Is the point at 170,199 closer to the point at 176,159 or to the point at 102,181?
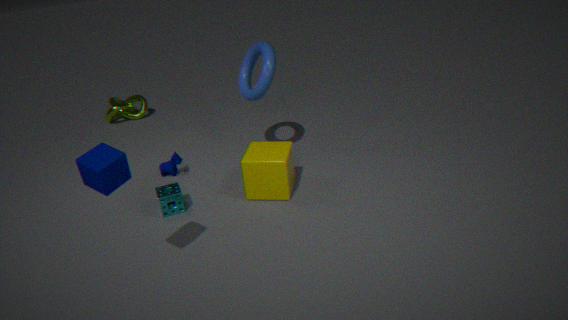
the point at 176,159
